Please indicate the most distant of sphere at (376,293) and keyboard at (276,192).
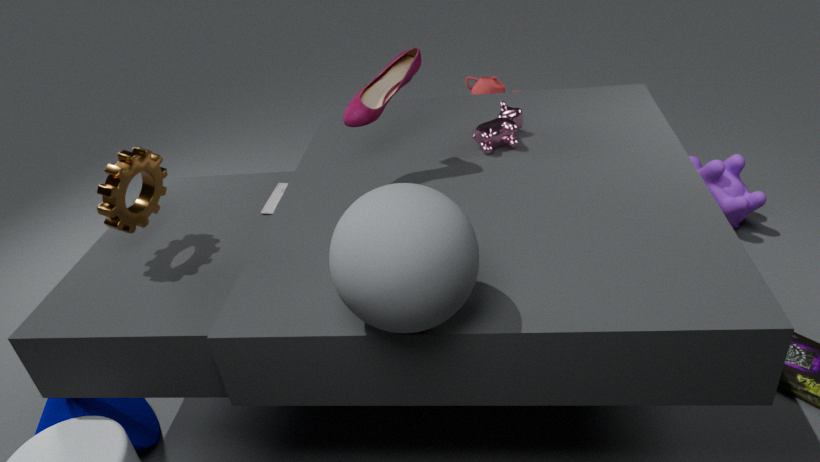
keyboard at (276,192)
